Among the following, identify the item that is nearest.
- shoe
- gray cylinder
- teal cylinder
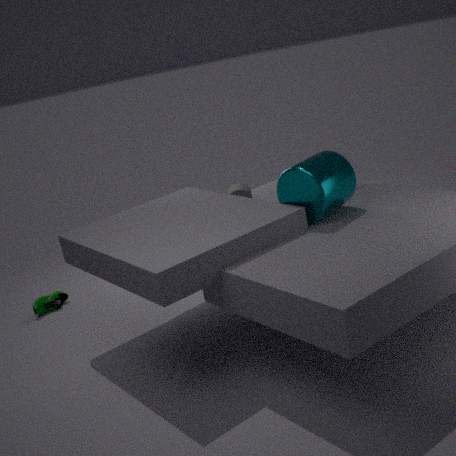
teal cylinder
